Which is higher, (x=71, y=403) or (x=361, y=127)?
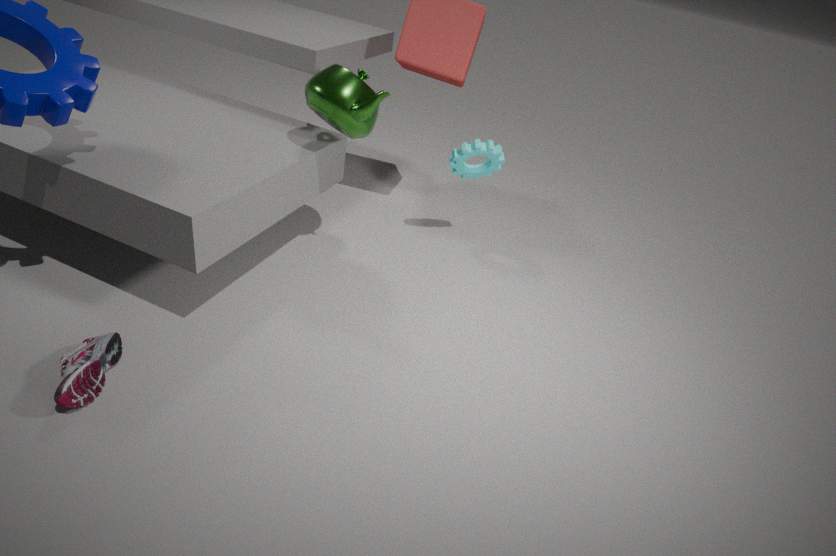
(x=361, y=127)
